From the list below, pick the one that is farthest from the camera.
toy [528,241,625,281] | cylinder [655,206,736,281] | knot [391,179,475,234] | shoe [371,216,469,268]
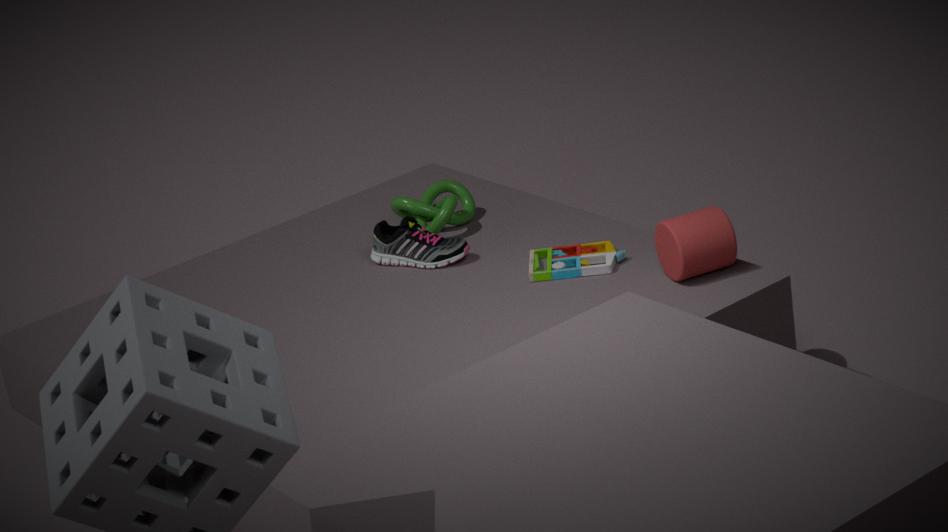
knot [391,179,475,234]
